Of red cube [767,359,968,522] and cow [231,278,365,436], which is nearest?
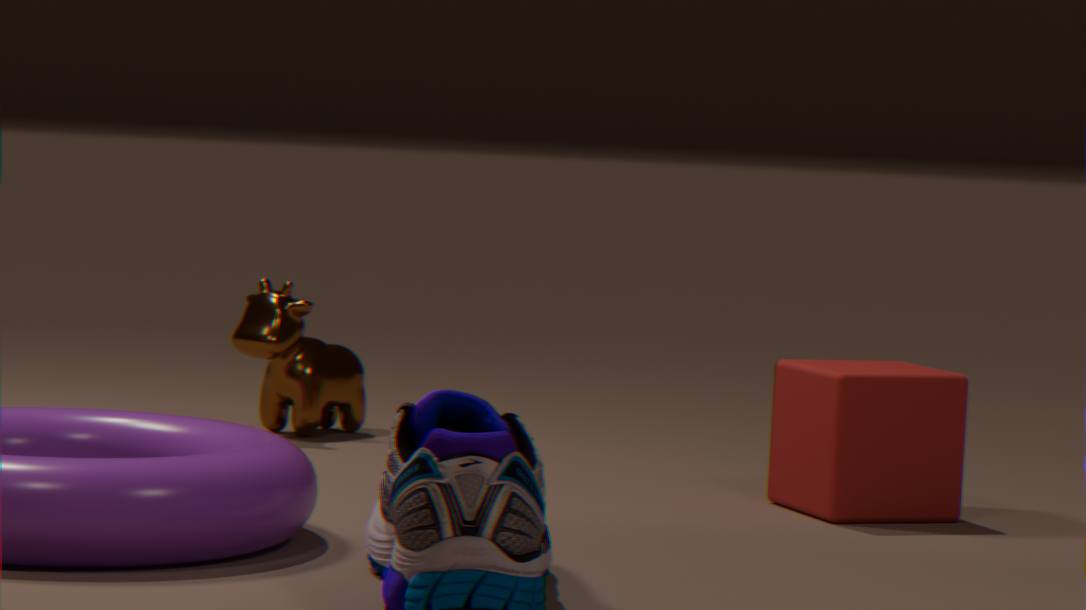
red cube [767,359,968,522]
